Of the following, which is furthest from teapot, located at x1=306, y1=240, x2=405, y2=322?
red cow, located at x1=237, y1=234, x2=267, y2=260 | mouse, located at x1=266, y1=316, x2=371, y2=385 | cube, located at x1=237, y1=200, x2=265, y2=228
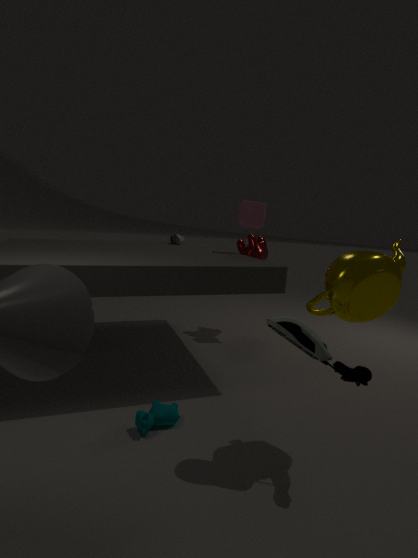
red cow, located at x1=237, y1=234, x2=267, y2=260
